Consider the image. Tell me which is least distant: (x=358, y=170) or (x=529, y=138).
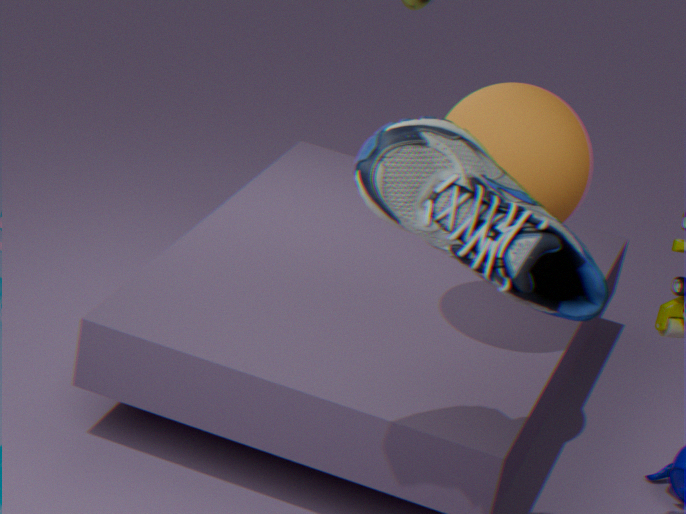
(x=358, y=170)
